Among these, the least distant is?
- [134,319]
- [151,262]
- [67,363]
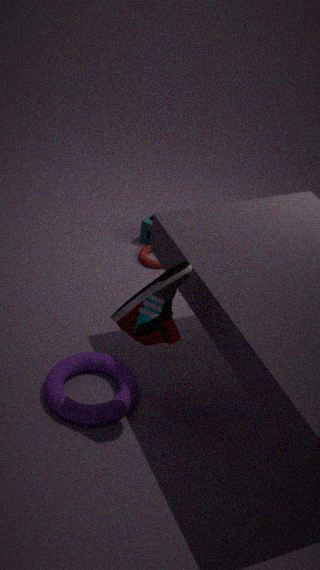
[134,319]
